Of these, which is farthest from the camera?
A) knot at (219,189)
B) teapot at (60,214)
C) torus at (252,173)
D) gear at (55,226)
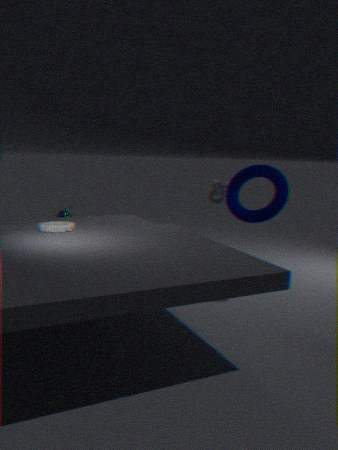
knot at (219,189)
